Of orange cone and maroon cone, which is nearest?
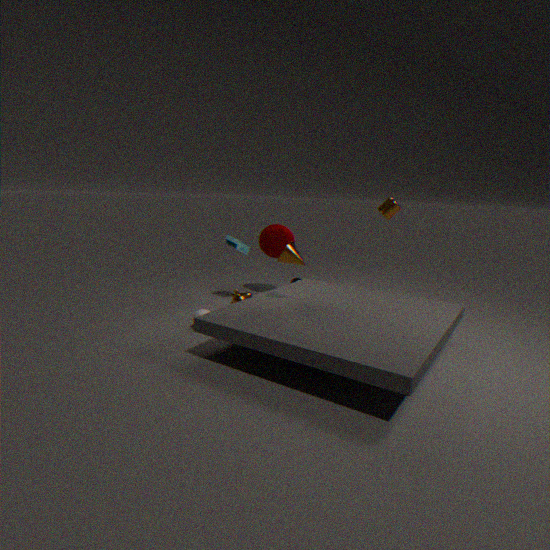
orange cone
